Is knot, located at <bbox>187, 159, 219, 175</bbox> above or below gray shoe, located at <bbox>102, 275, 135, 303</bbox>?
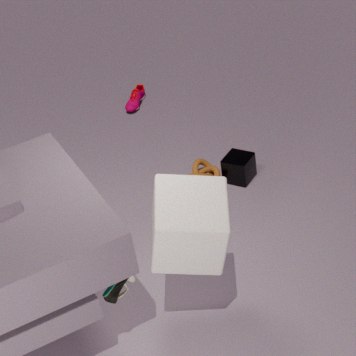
below
